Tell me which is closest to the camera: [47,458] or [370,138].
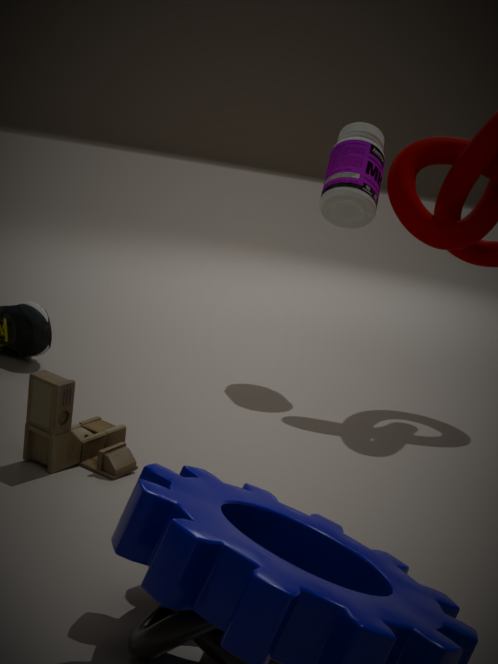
[47,458]
